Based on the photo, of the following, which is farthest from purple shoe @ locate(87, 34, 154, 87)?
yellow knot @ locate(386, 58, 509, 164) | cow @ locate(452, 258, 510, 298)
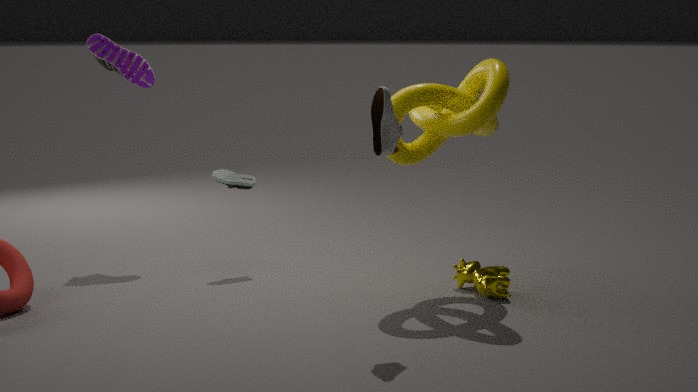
cow @ locate(452, 258, 510, 298)
